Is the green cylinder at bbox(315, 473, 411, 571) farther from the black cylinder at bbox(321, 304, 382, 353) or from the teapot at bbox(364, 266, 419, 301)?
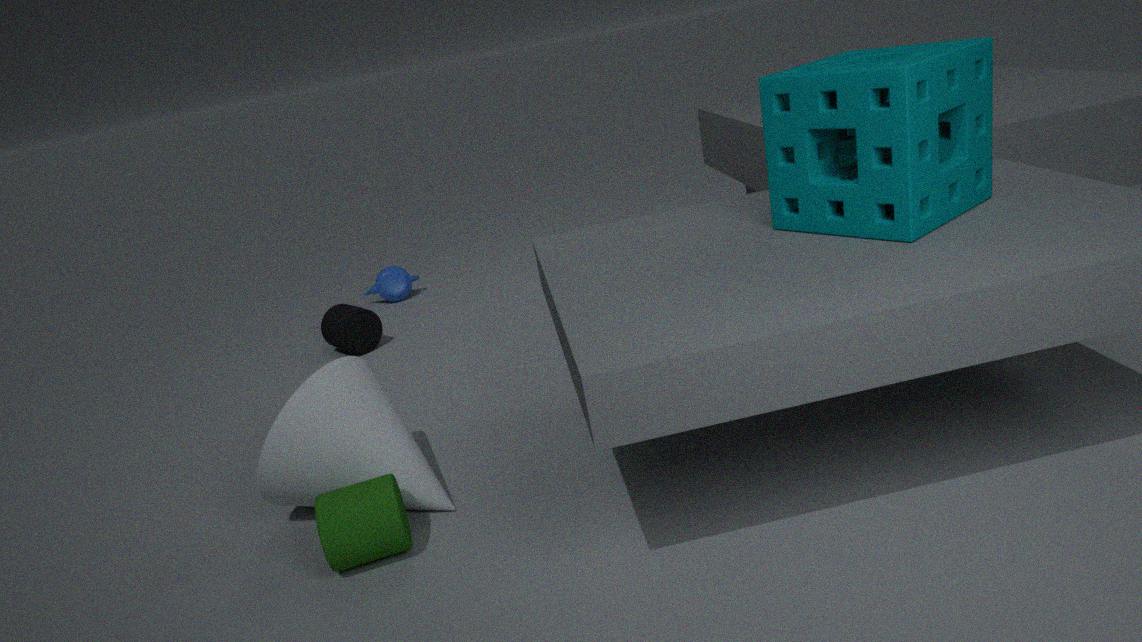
the teapot at bbox(364, 266, 419, 301)
